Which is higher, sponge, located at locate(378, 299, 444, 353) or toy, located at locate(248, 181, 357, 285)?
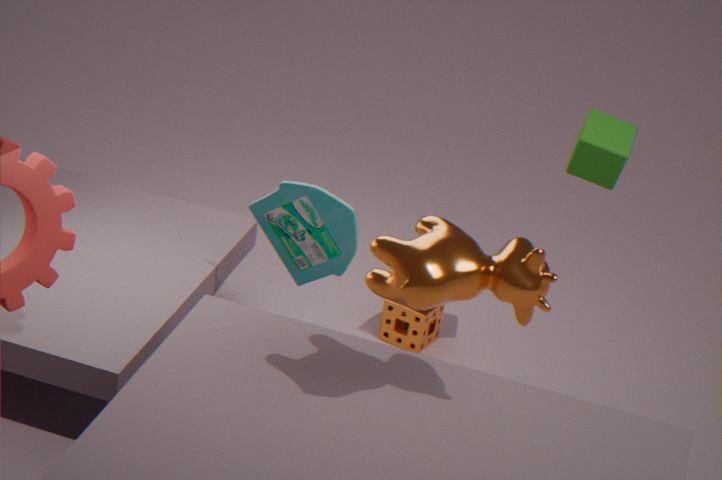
toy, located at locate(248, 181, 357, 285)
